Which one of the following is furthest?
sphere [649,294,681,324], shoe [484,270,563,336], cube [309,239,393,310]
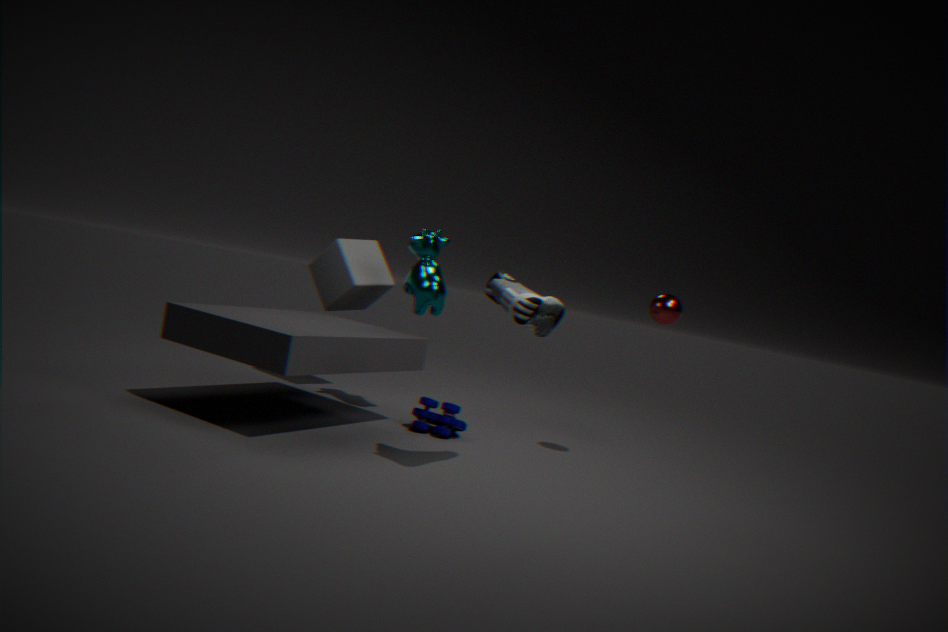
cube [309,239,393,310]
